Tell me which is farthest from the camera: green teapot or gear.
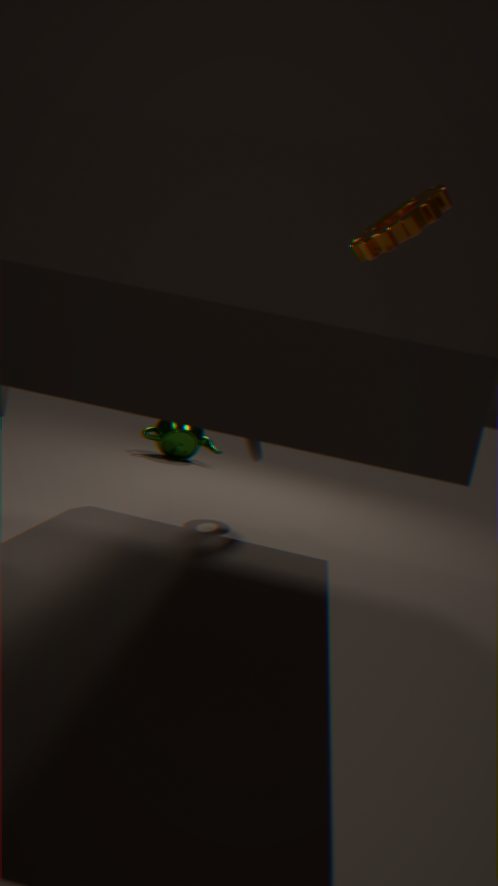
green teapot
